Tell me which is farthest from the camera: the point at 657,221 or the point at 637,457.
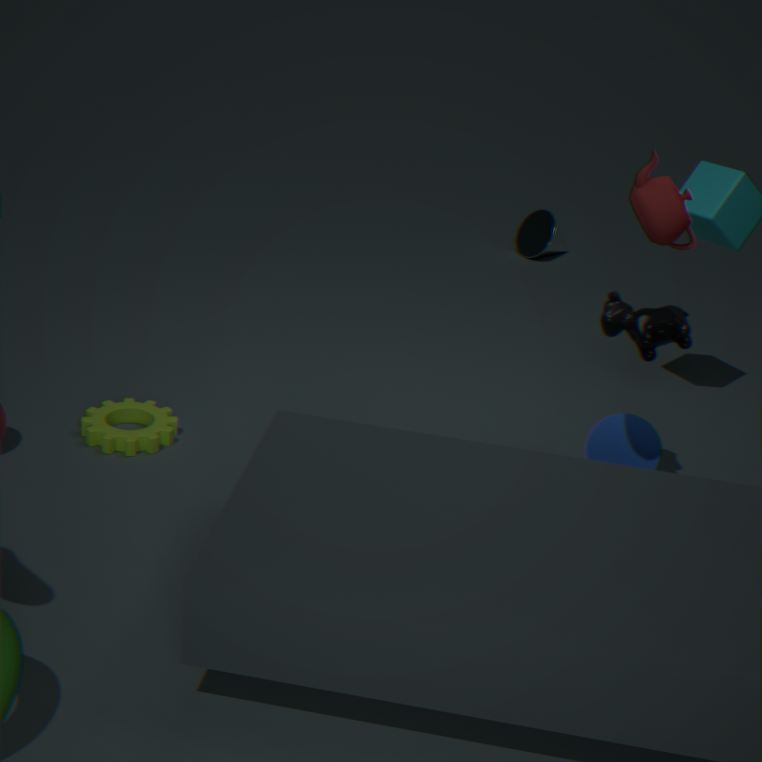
the point at 637,457
